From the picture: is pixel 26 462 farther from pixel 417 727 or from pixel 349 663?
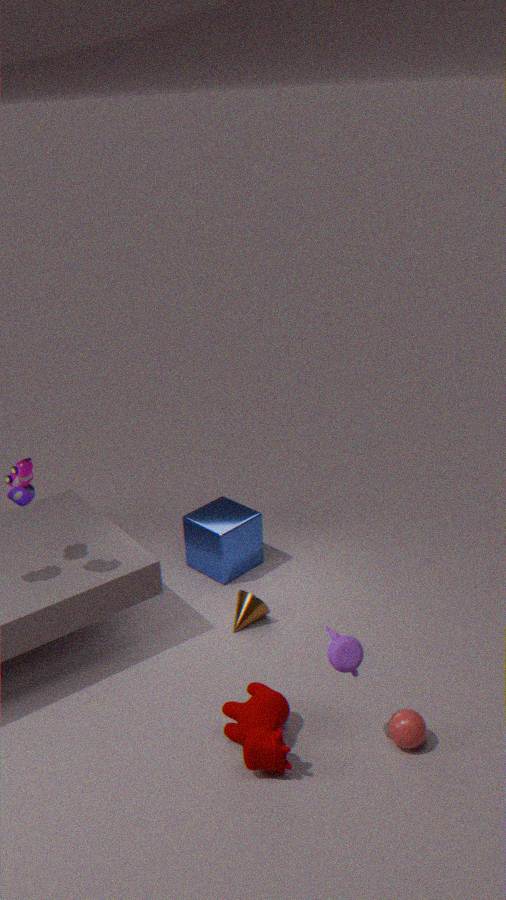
pixel 417 727
